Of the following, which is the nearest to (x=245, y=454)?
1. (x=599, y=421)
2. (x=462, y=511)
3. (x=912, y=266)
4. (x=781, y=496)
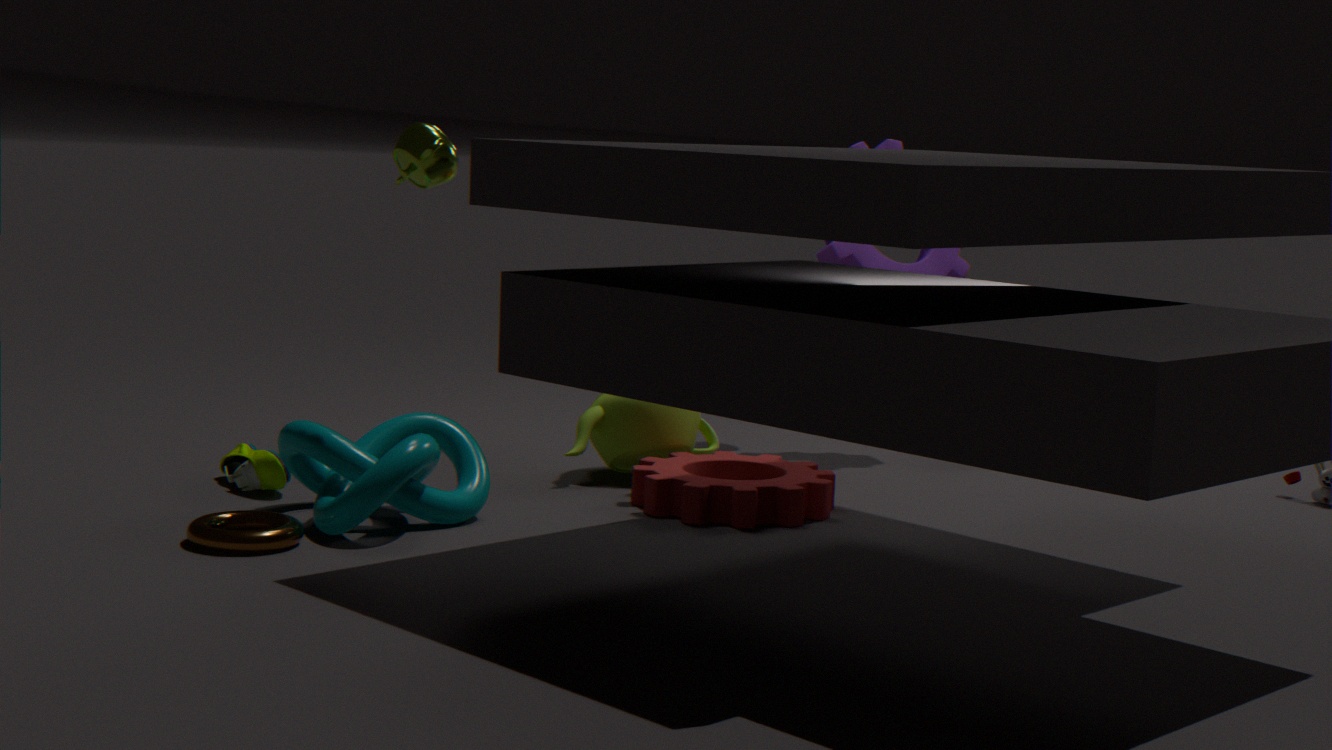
(x=462, y=511)
